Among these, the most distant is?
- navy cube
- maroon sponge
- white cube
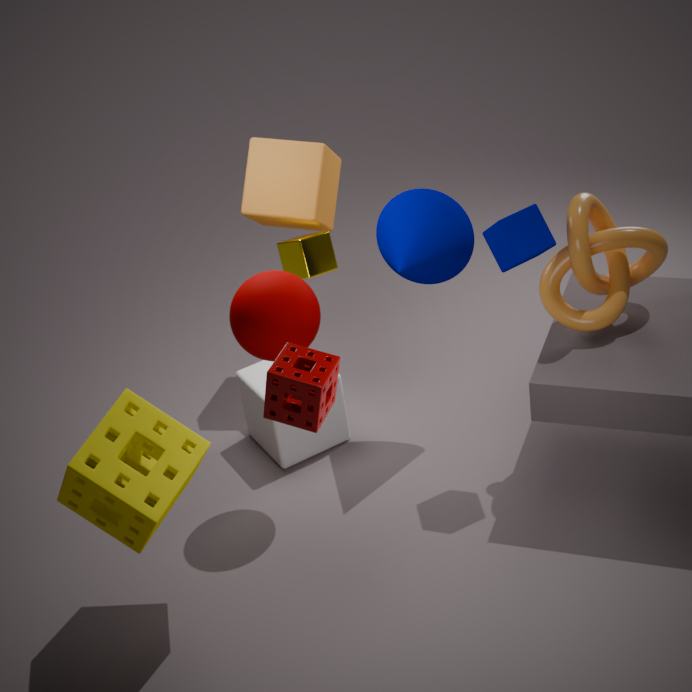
white cube
